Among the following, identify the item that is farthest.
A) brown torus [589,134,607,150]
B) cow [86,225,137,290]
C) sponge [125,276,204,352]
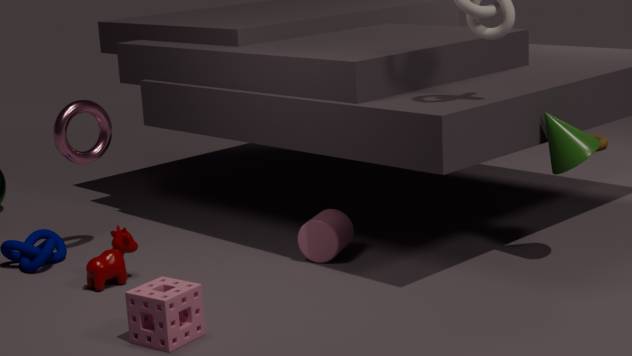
brown torus [589,134,607,150]
